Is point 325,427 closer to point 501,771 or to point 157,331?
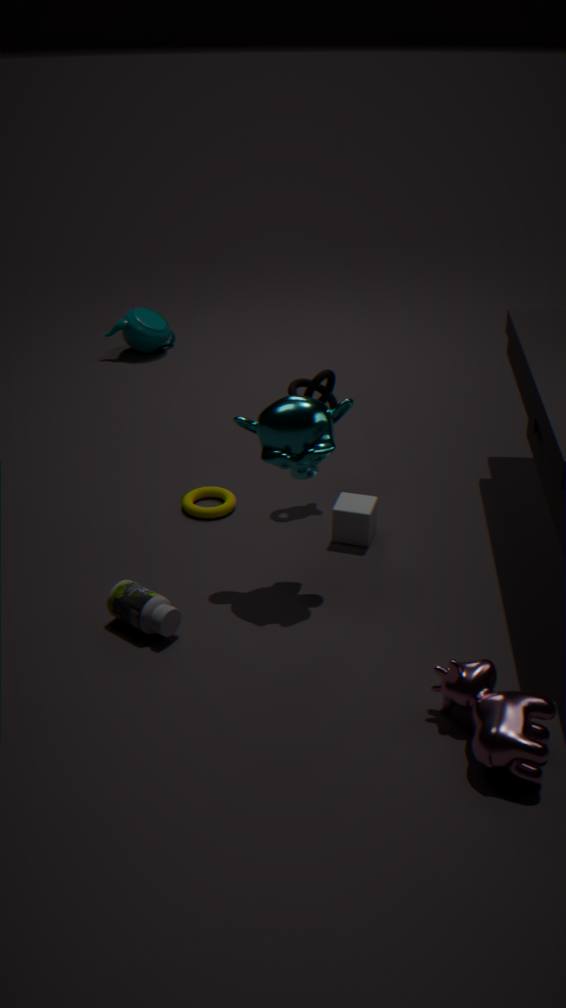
point 501,771
